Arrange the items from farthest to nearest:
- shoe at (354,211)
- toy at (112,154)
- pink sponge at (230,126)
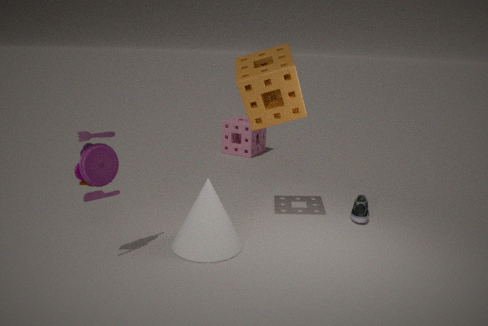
pink sponge at (230,126)
shoe at (354,211)
toy at (112,154)
